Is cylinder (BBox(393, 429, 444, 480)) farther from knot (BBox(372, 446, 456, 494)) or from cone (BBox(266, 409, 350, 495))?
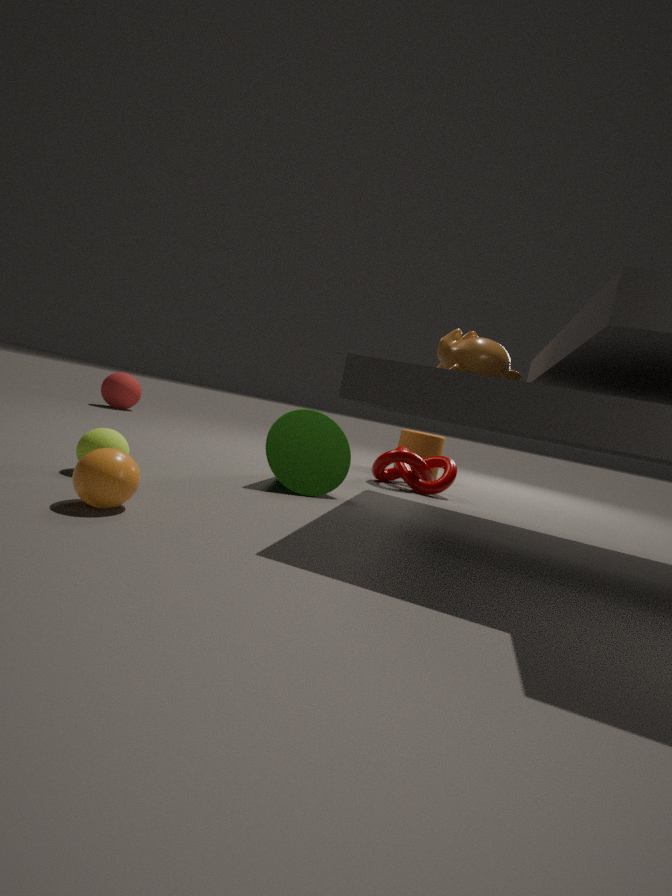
cone (BBox(266, 409, 350, 495))
